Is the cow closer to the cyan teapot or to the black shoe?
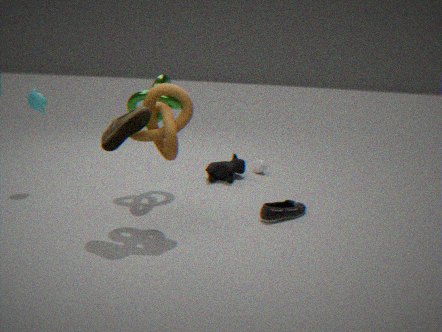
the black shoe
